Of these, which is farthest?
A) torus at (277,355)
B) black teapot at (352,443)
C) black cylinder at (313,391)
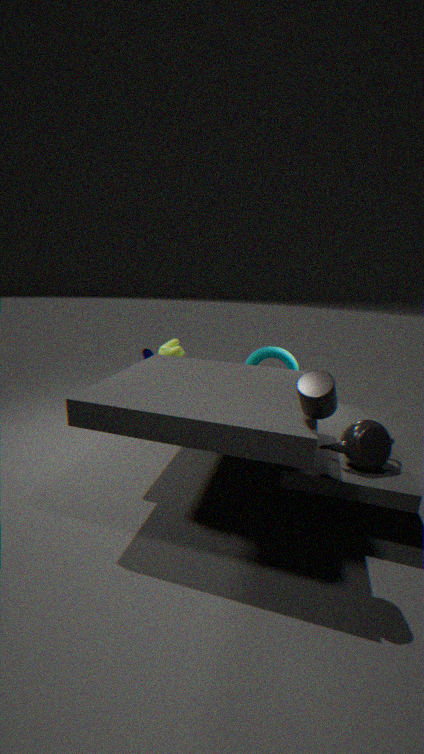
torus at (277,355)
